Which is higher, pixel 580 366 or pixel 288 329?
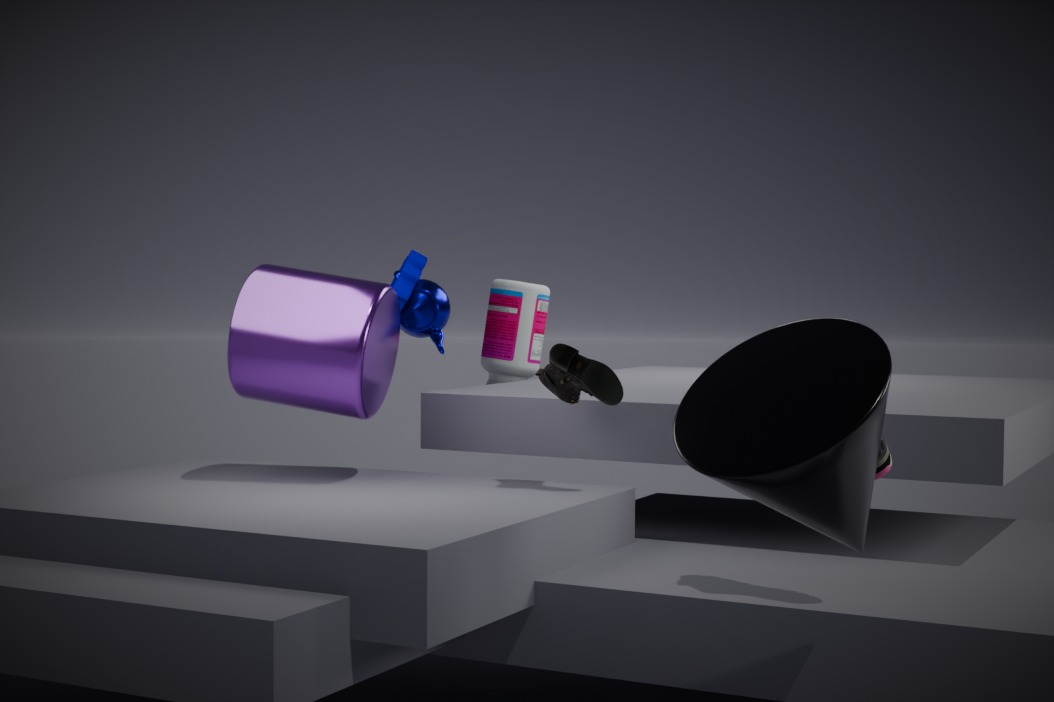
pixel 288 329
